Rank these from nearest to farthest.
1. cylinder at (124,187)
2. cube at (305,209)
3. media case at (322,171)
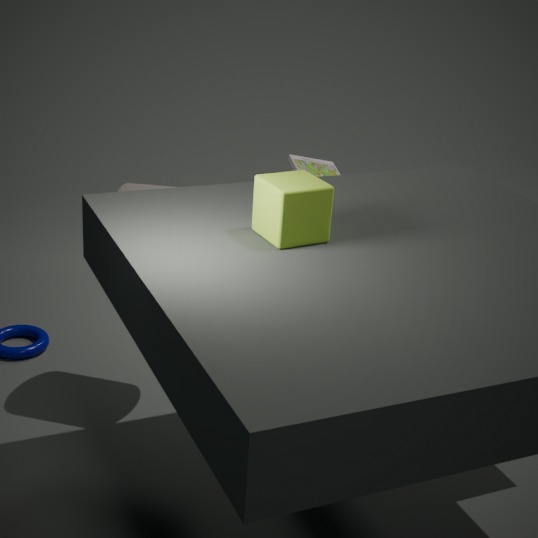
1. cube at (305,209)
2. cylinder at (124,187)
3. media case at (322,171)
